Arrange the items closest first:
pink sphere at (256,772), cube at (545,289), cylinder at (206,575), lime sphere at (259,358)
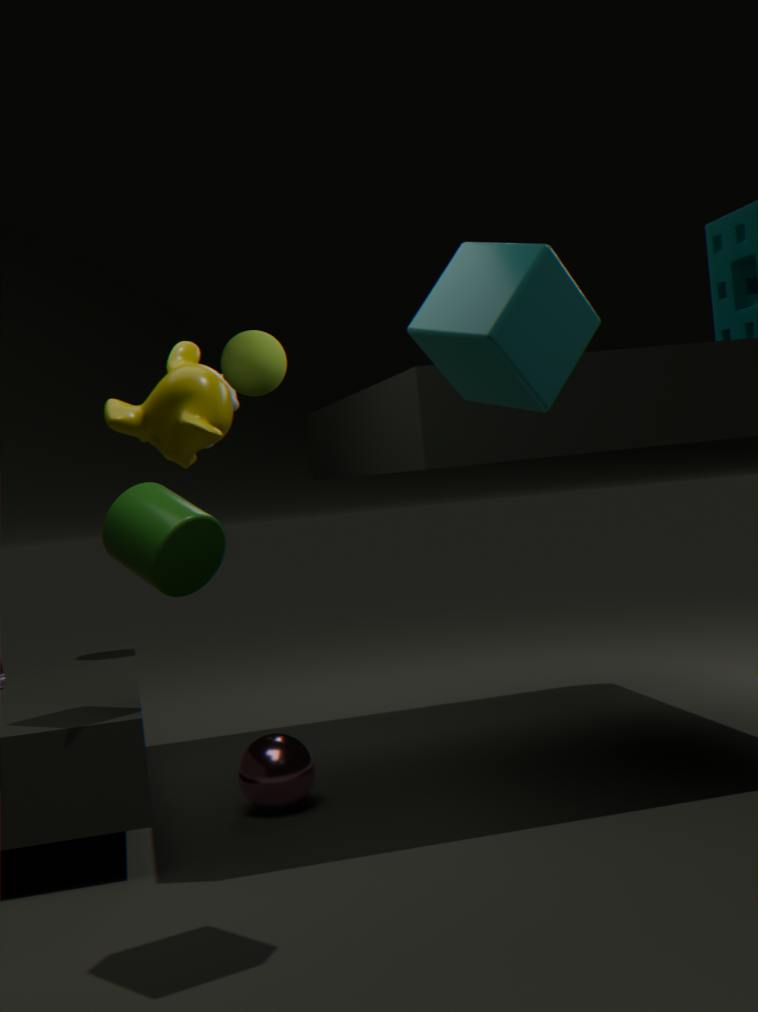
cube at (545,289) < cylinder at (206,575) < pink sphere at (256,772) < lime sphere at (259,358)
